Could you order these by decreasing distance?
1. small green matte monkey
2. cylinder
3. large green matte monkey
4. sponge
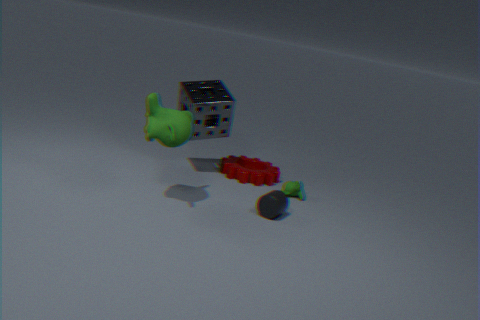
small green matte monkey < sponge < cylinder < large green matte monkey
